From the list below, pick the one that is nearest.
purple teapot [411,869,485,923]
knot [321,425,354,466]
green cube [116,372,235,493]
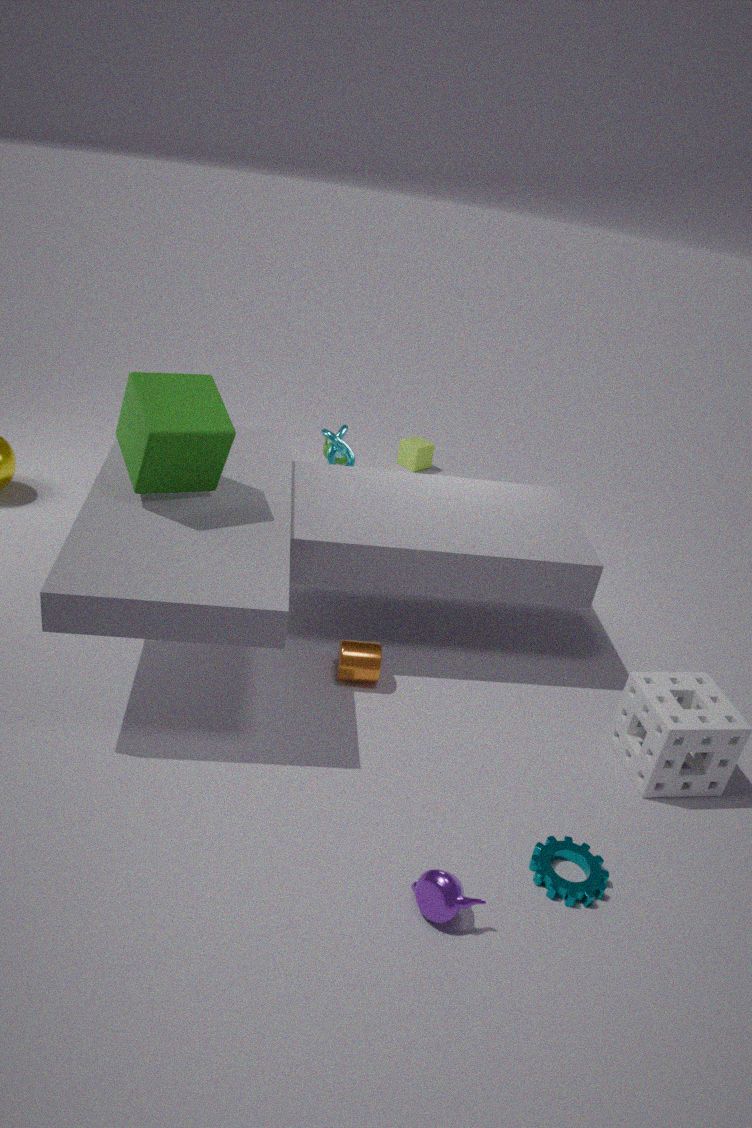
purple teapot [411,869,485,923]
